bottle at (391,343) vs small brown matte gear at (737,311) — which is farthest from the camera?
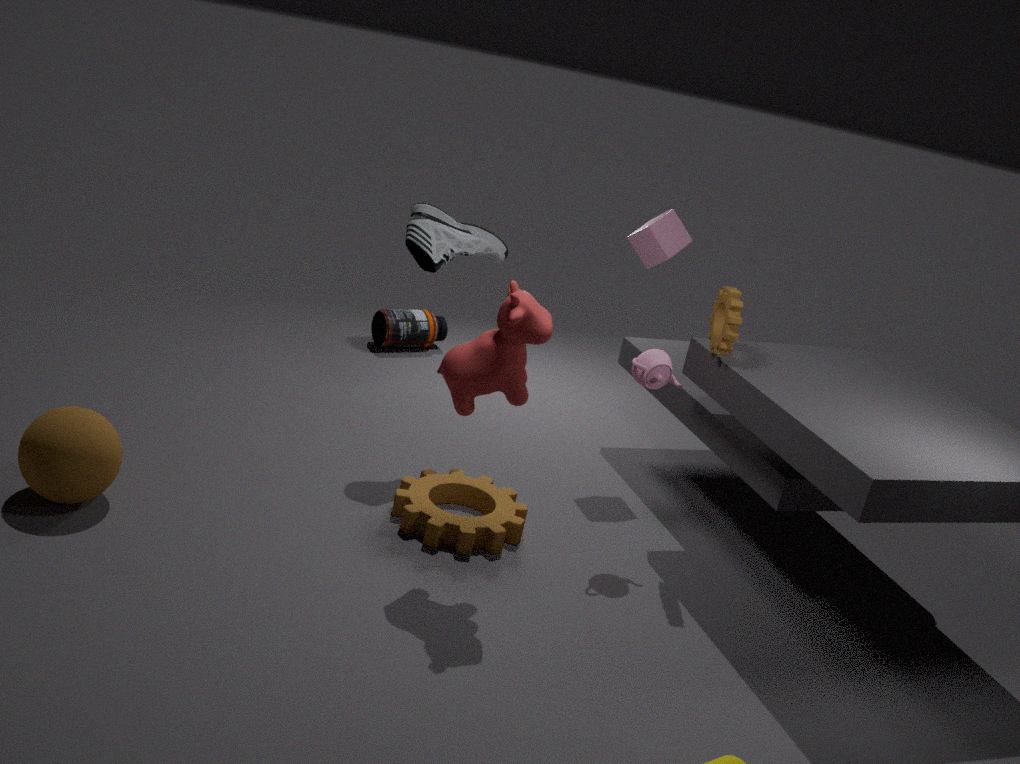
bottle at (391,343)
